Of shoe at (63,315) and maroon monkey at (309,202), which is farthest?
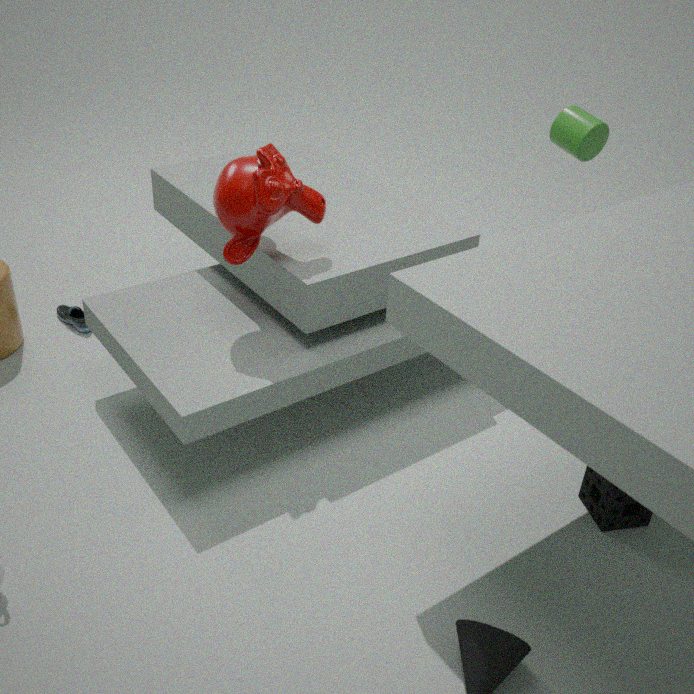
shoe at (63,315)
